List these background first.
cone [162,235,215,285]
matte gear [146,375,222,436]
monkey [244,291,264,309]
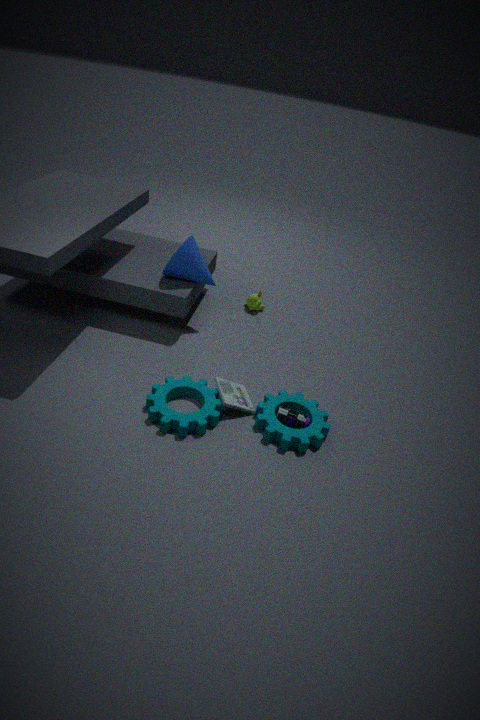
monkey [244,291,264,309]
cone [162,235,215,285]
matte gear [146,375,222,436]
